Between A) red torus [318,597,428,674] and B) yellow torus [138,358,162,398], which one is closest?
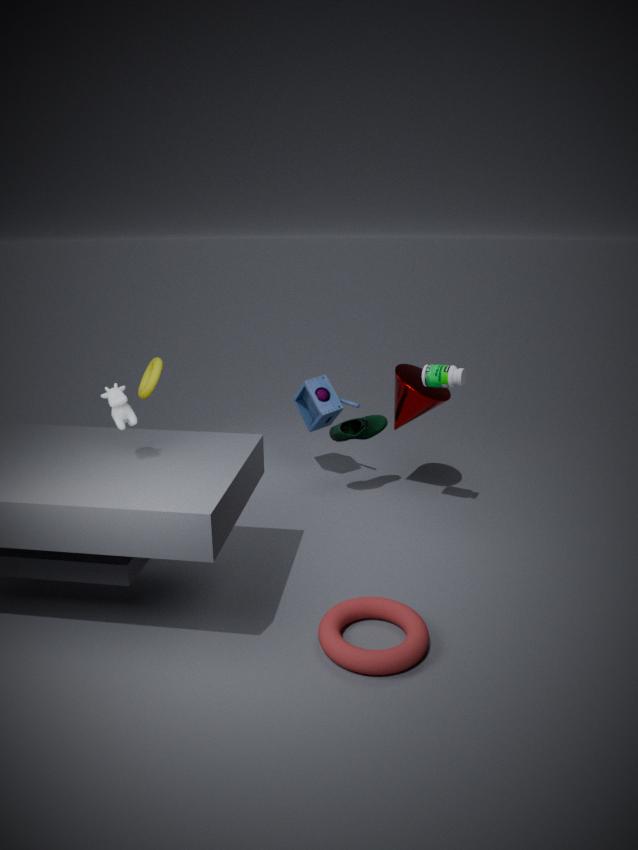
A. red torus [318,597,428,674]
